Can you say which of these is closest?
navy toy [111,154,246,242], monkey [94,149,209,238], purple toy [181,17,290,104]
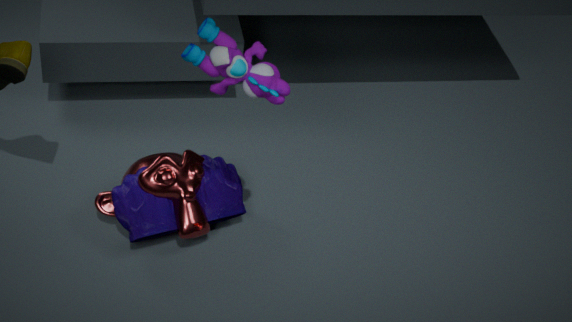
purple toy [181,17,290,104]
